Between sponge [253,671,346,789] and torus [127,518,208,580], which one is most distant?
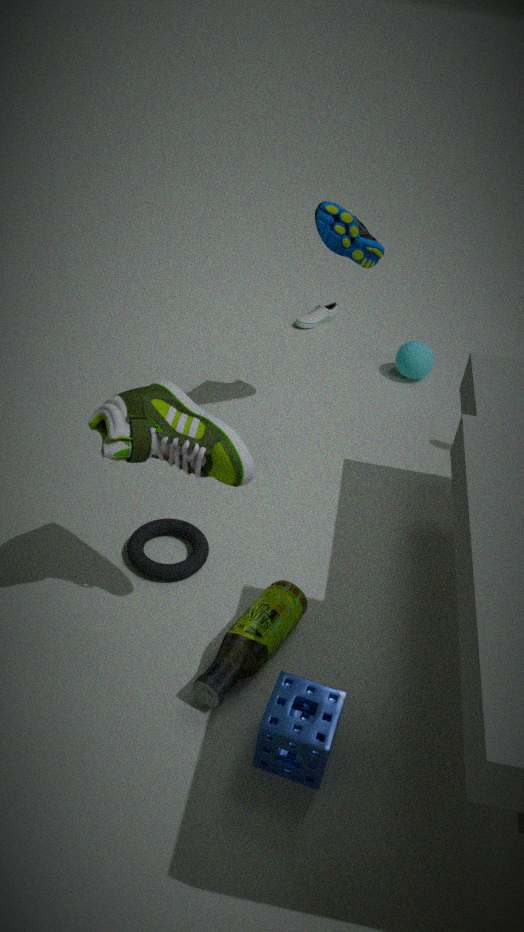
torus [127,518,208,580]
